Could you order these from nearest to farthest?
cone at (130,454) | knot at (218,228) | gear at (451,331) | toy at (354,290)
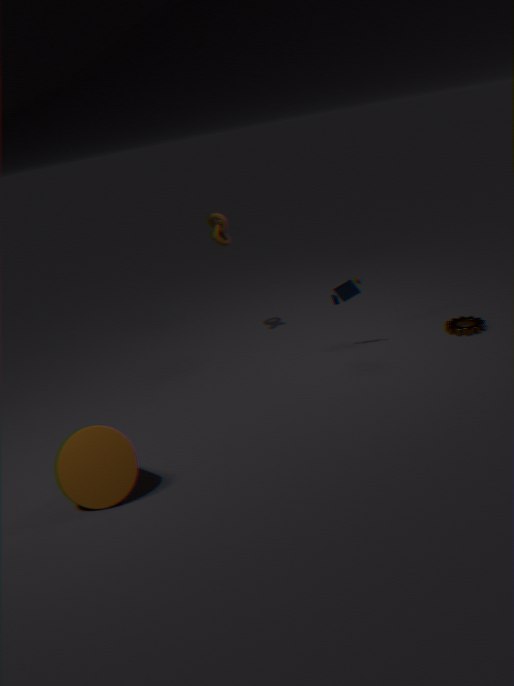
cone at (130,454), toy at (354,290), gear at (451,331), knot at (218,228)
